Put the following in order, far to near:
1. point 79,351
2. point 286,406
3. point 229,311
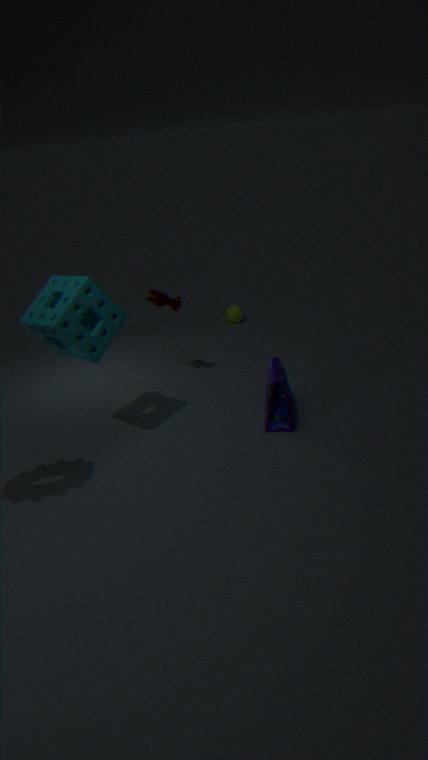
point 229,311
point 286,406
point 79,351
